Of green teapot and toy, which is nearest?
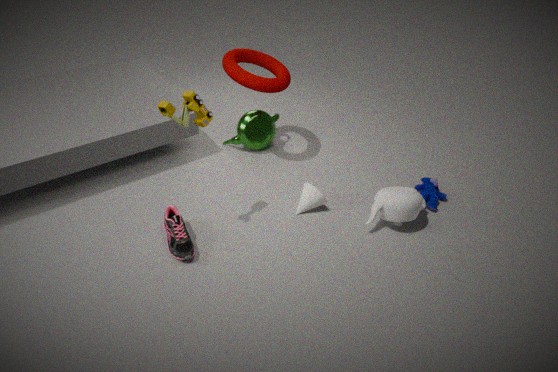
toy
